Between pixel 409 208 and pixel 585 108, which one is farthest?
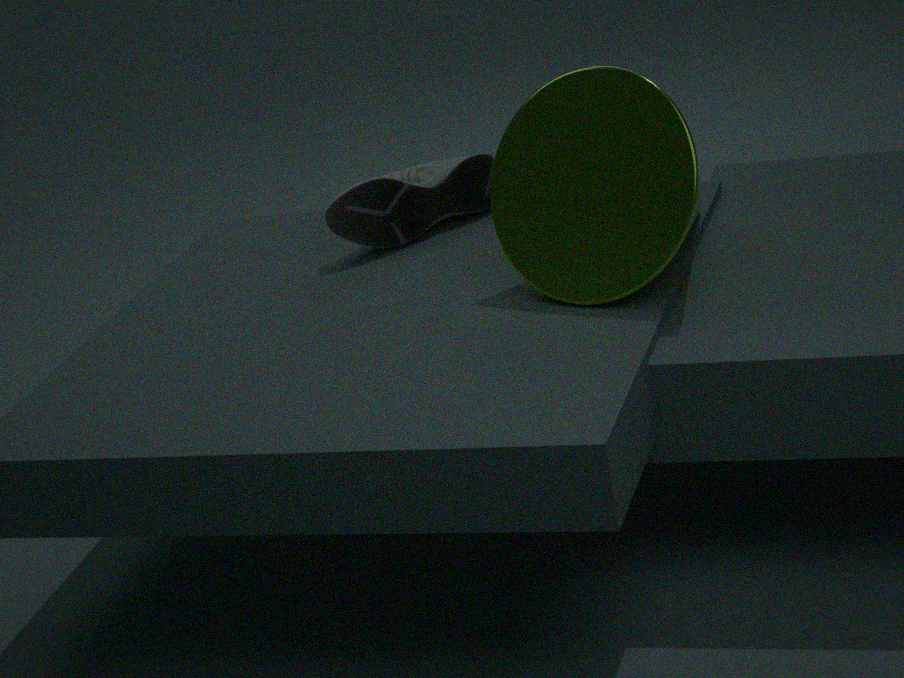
pixel 409 208
